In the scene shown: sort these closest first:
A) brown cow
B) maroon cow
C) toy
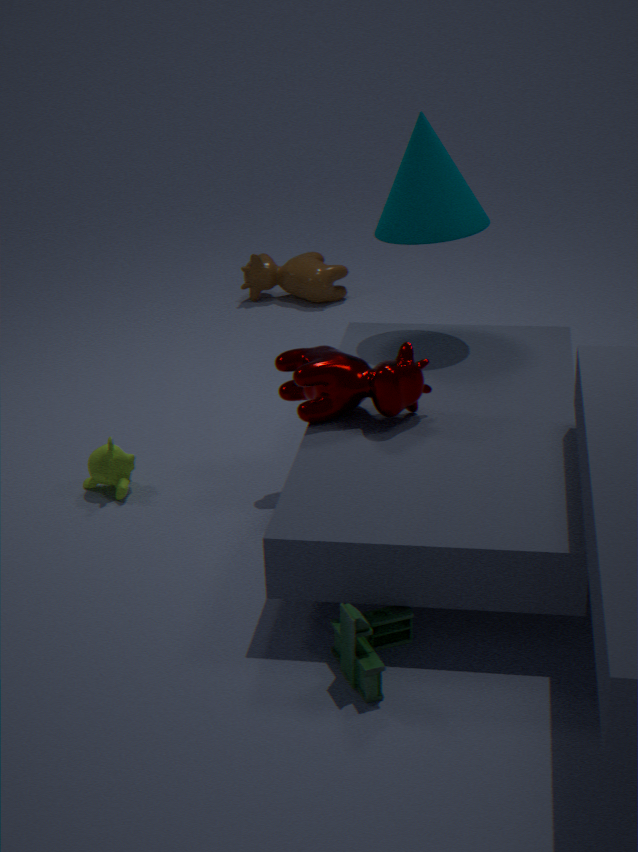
toy < maroon cow < brown cow
